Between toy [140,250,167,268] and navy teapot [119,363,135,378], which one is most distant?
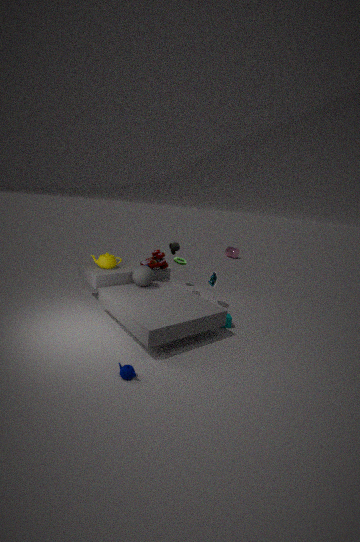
toy [140,250,167,268]
